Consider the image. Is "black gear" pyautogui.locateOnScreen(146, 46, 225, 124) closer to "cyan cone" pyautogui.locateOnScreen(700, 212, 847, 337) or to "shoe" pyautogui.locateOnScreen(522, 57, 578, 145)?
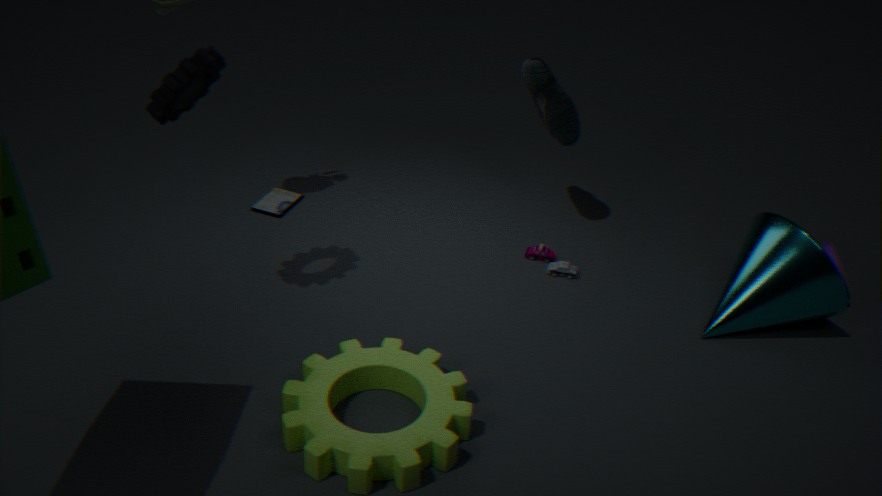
"shoe" pyautogui.locateOnScreen(522, 57, 578, 145)
